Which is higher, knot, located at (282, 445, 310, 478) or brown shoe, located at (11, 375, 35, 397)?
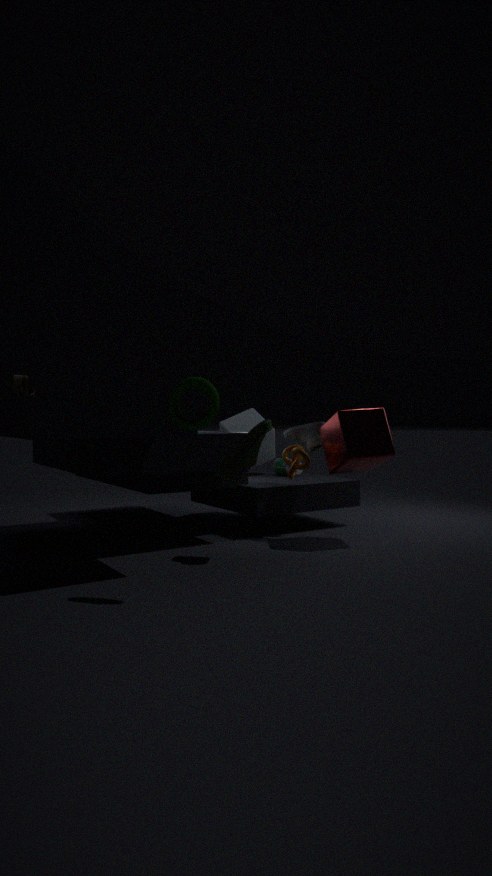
brown shoe, located at (11, 375, 35, 397)
